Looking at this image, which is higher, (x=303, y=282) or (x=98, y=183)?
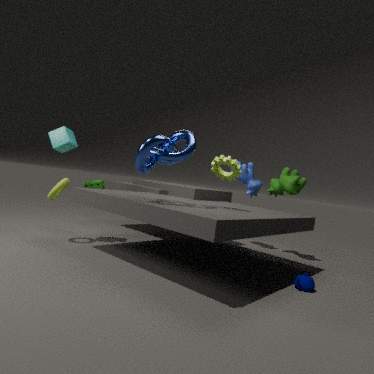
(x=98, y=183)
